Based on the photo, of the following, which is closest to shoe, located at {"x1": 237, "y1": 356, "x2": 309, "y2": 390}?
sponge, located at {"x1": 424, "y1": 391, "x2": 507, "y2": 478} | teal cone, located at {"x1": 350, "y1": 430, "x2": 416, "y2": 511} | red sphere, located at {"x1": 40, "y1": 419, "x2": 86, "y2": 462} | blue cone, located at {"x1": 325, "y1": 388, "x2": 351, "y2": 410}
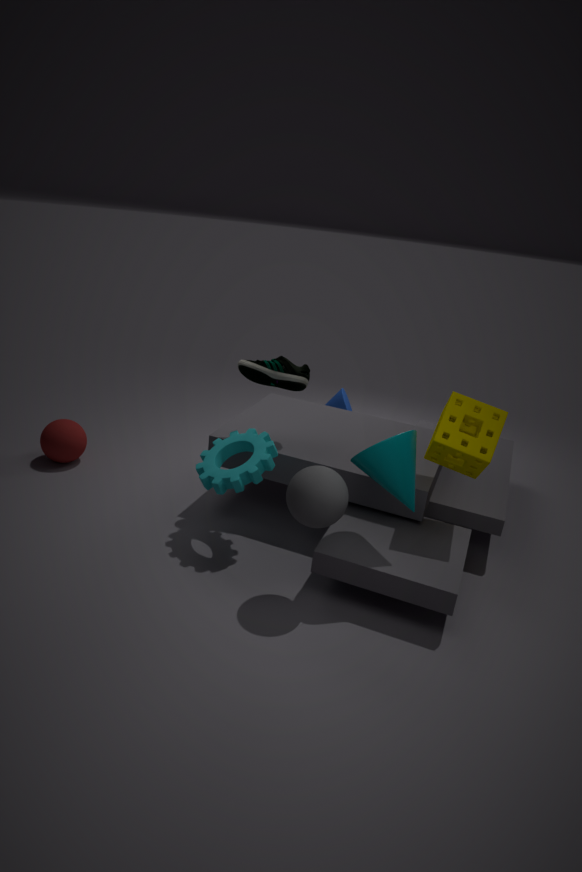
teal cone, located at {"x1": 350, "y1": 430, "x2": 416, "y2": 511}
